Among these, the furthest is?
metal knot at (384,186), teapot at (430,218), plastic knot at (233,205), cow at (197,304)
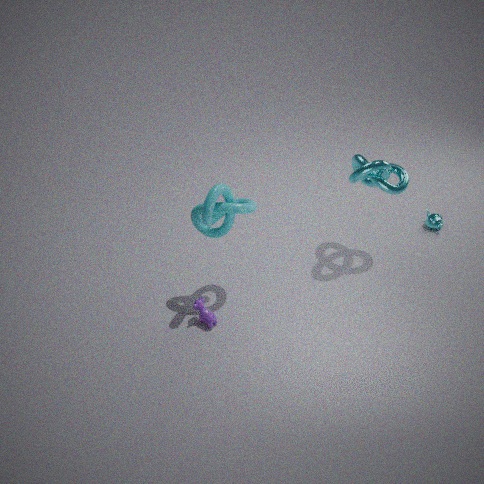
teapot at (430,218)
